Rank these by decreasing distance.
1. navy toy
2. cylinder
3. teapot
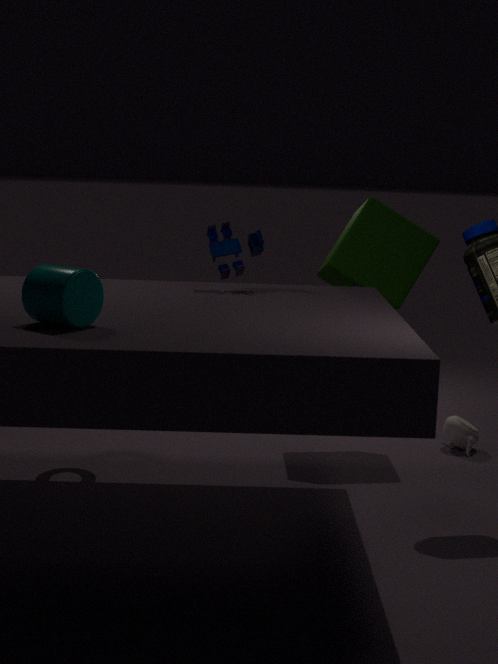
teapot → navy toy → cylinder
